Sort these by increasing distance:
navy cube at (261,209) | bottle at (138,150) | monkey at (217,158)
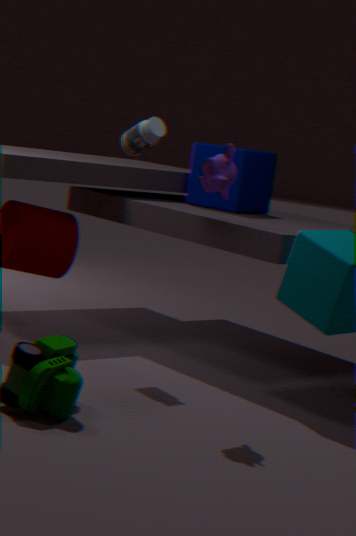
1. monkey at (217,158)
2. bottle at (138,150)
3. navy cube at (261,209)
